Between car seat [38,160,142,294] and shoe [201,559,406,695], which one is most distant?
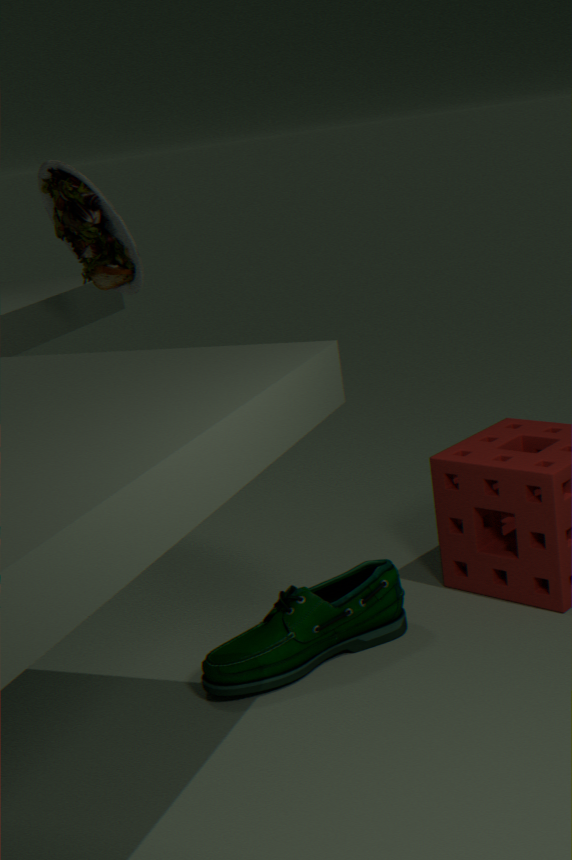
car seat [38,160,142,294]
